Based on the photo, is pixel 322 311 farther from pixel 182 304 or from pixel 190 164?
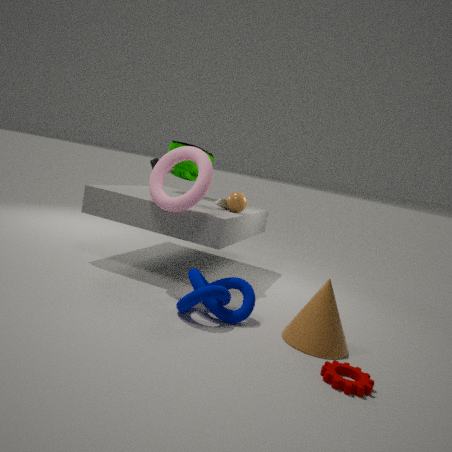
pixel 190 164
